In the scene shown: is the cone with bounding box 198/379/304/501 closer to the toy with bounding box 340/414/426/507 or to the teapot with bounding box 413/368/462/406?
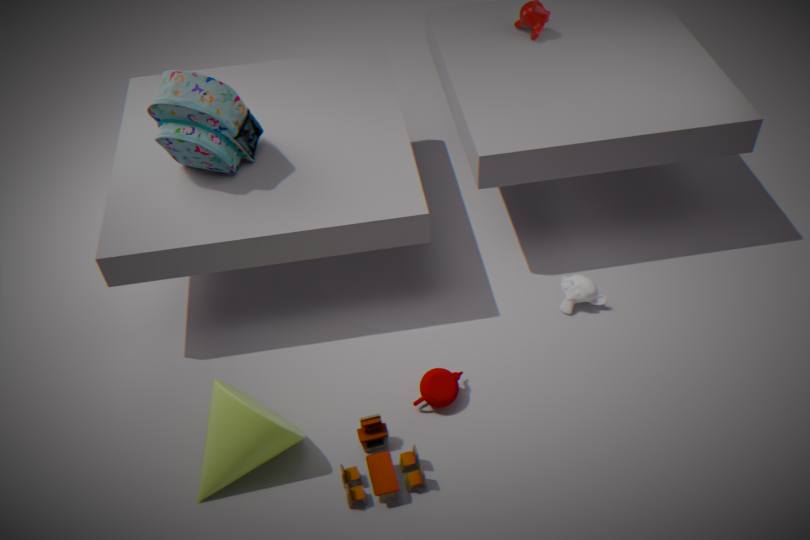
the toy with bounding box 340/414/426/507
